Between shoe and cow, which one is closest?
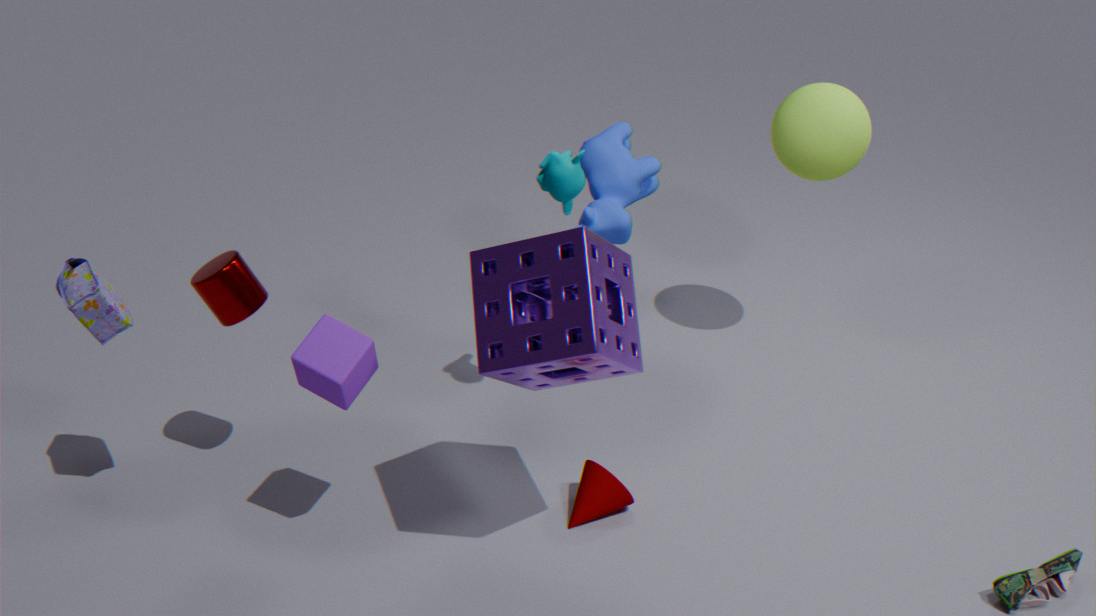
shoe
